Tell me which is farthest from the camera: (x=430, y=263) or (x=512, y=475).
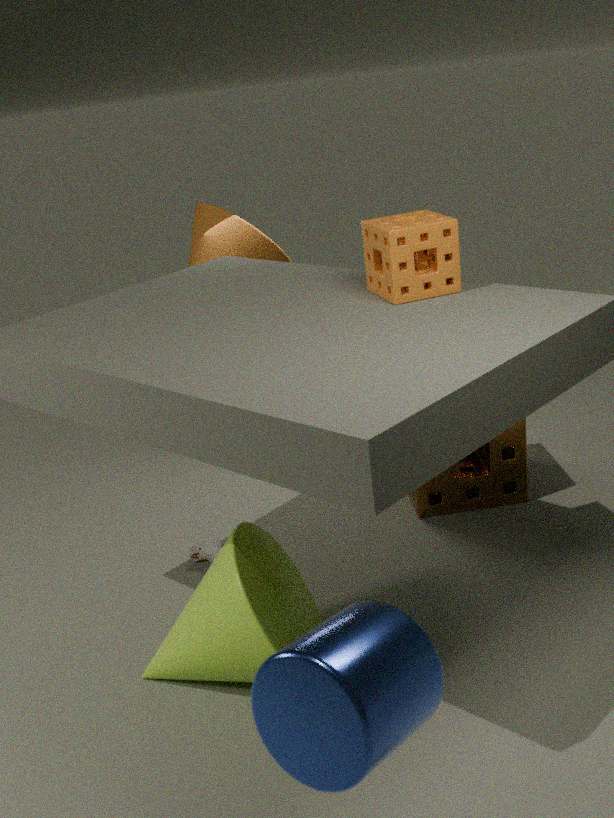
(x=512, y=475)
